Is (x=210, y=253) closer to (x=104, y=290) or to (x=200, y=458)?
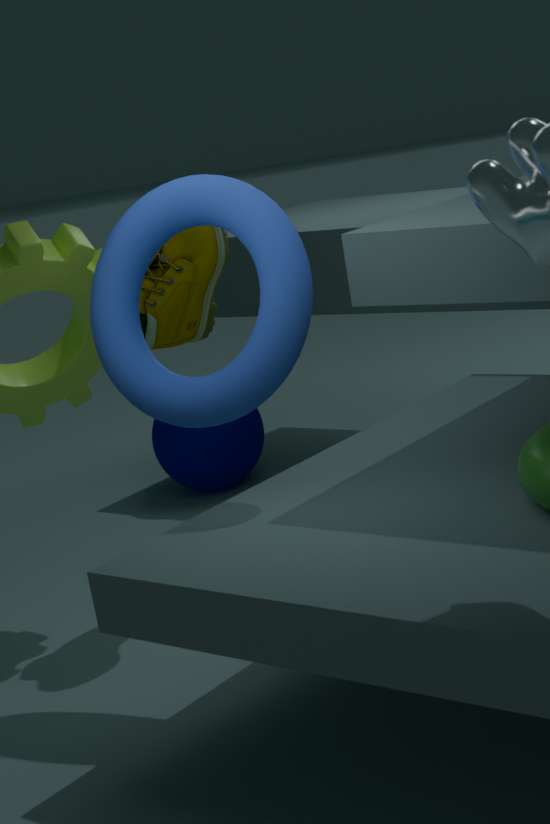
(x=104, y=290)
